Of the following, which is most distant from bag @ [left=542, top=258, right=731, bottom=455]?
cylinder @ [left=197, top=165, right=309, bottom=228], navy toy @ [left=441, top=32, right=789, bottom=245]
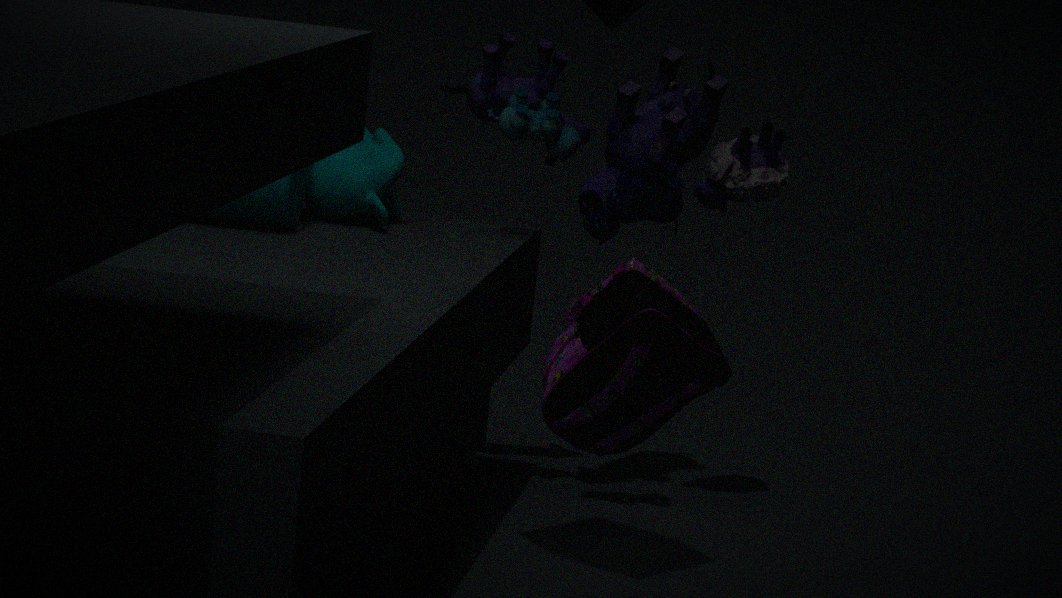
cylinder @ [left=197, top=165, right=309, bottom=228]
